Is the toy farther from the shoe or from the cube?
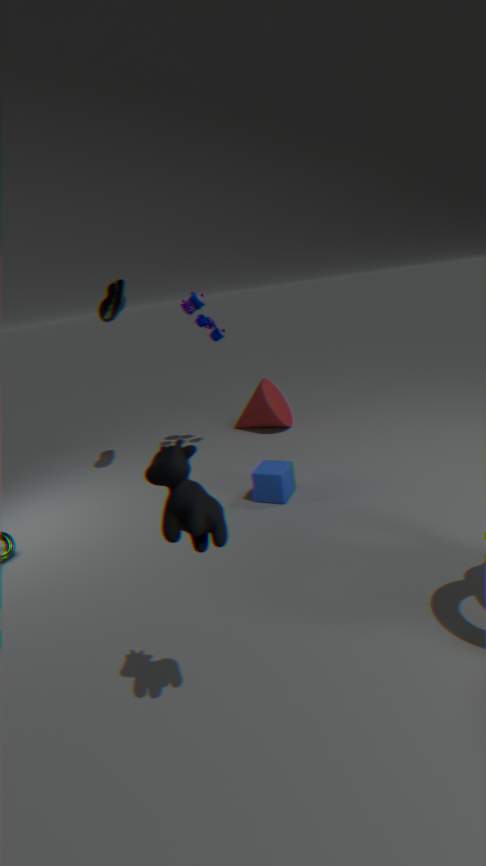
the cube
